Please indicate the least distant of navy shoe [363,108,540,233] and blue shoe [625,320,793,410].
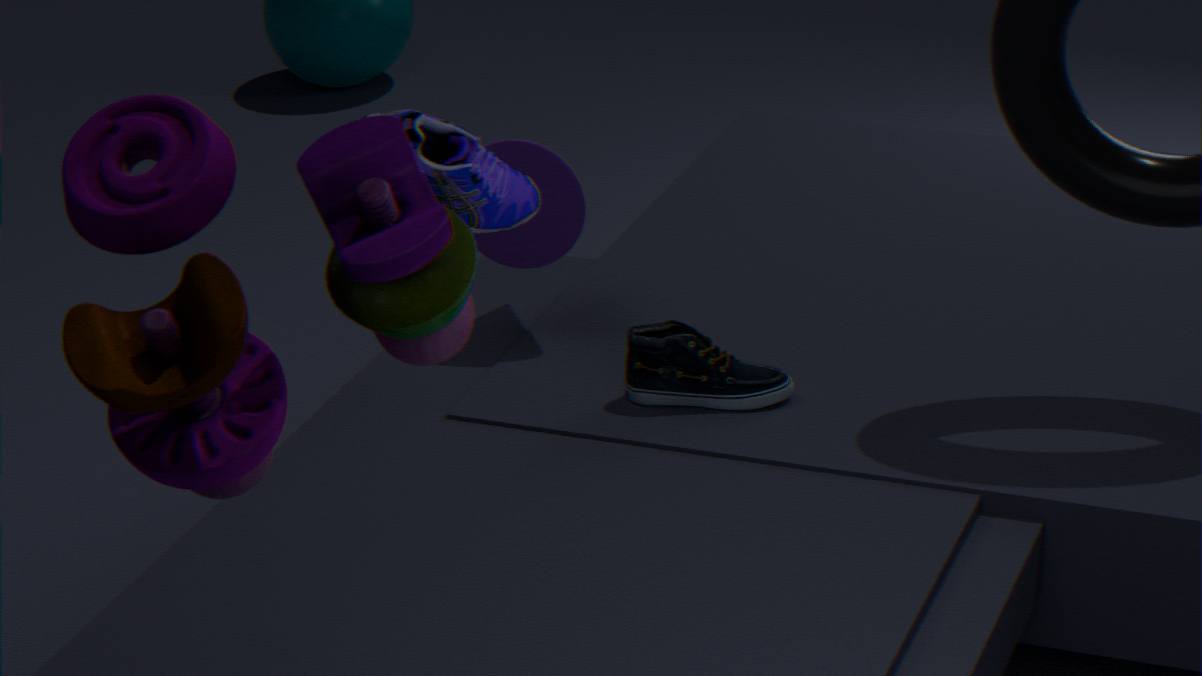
navy shoe [363,108,540,233]
